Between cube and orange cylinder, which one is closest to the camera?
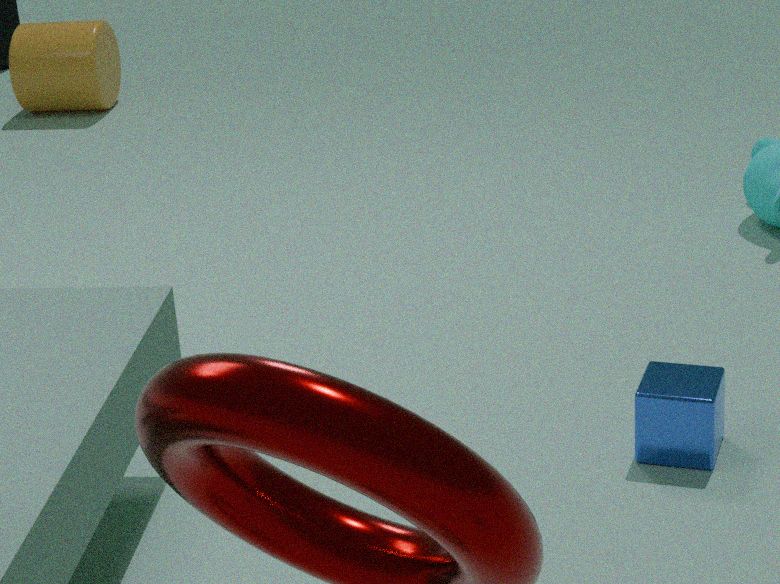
cube
